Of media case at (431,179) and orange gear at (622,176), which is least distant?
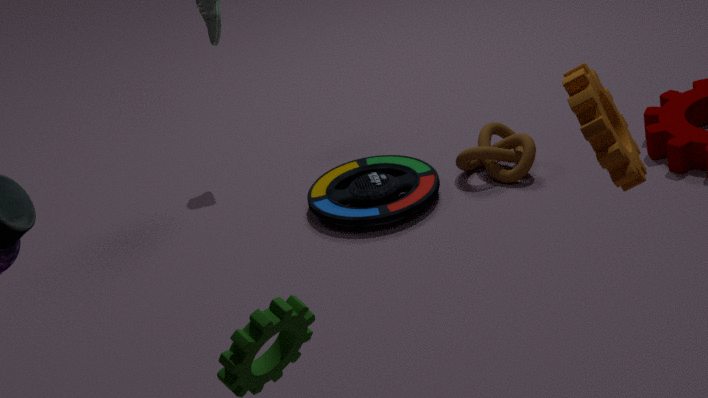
orange gear at (622,176)
